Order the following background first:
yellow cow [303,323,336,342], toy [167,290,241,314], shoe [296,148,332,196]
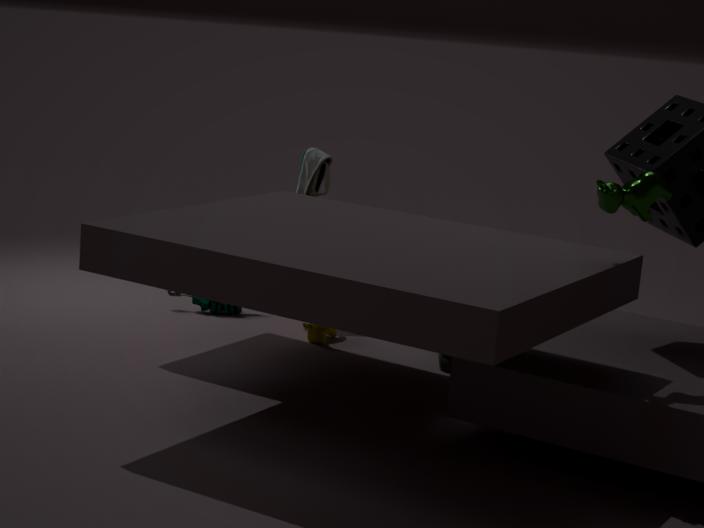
toy [167,290,241,314] → shoe [296,148,332,196] → yellow cow [303,323,336,342]
